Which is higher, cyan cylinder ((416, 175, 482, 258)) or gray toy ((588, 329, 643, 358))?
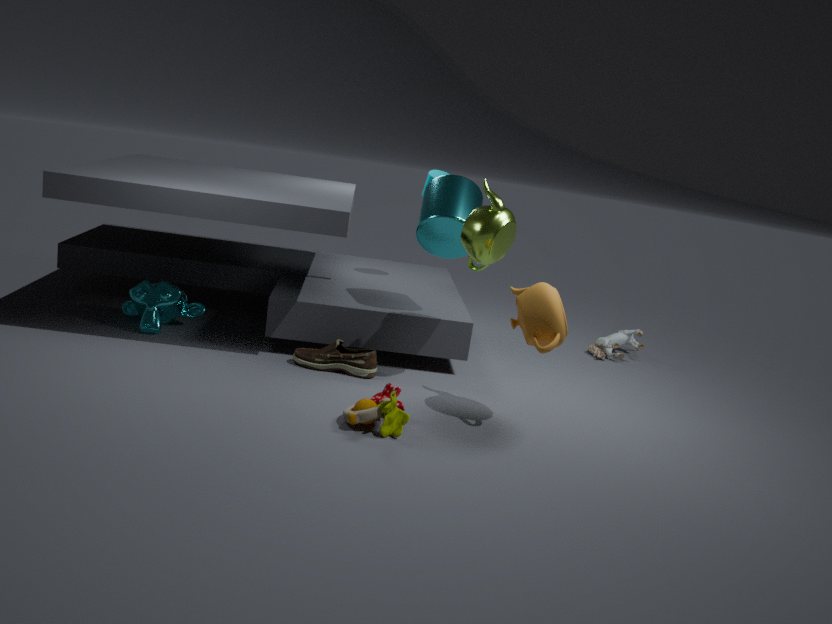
cyan cylinder ((416, 175, 482, 258))
